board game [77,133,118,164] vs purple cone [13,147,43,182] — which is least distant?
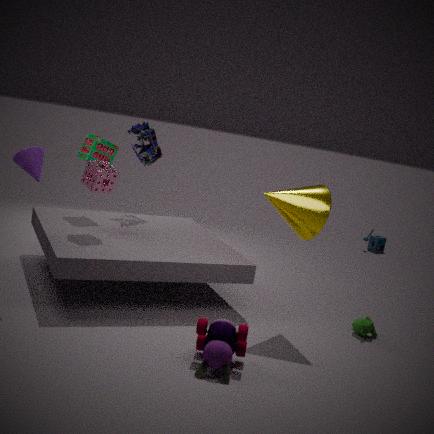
purple cone [13,147,43,182]
